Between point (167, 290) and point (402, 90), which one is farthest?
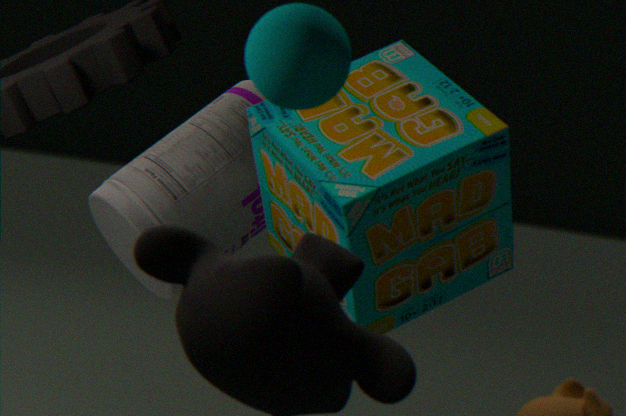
point (167, 290)
